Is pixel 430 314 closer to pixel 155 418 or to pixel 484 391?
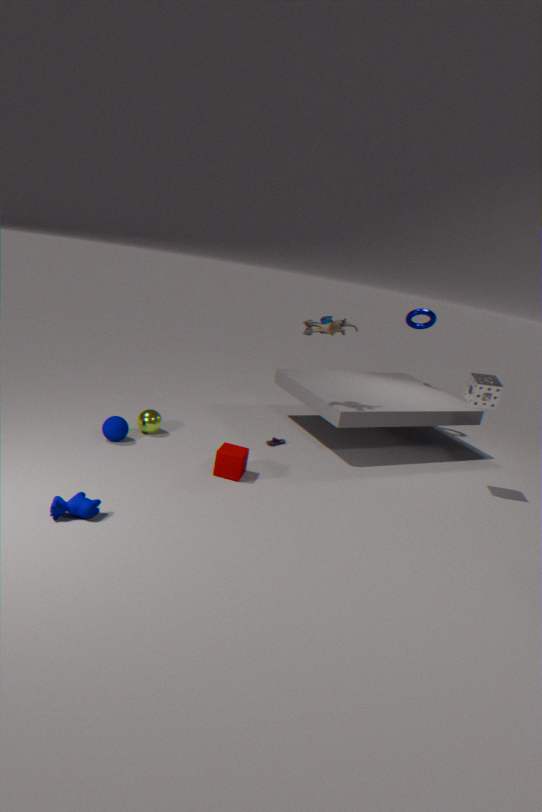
pixel 484 391
